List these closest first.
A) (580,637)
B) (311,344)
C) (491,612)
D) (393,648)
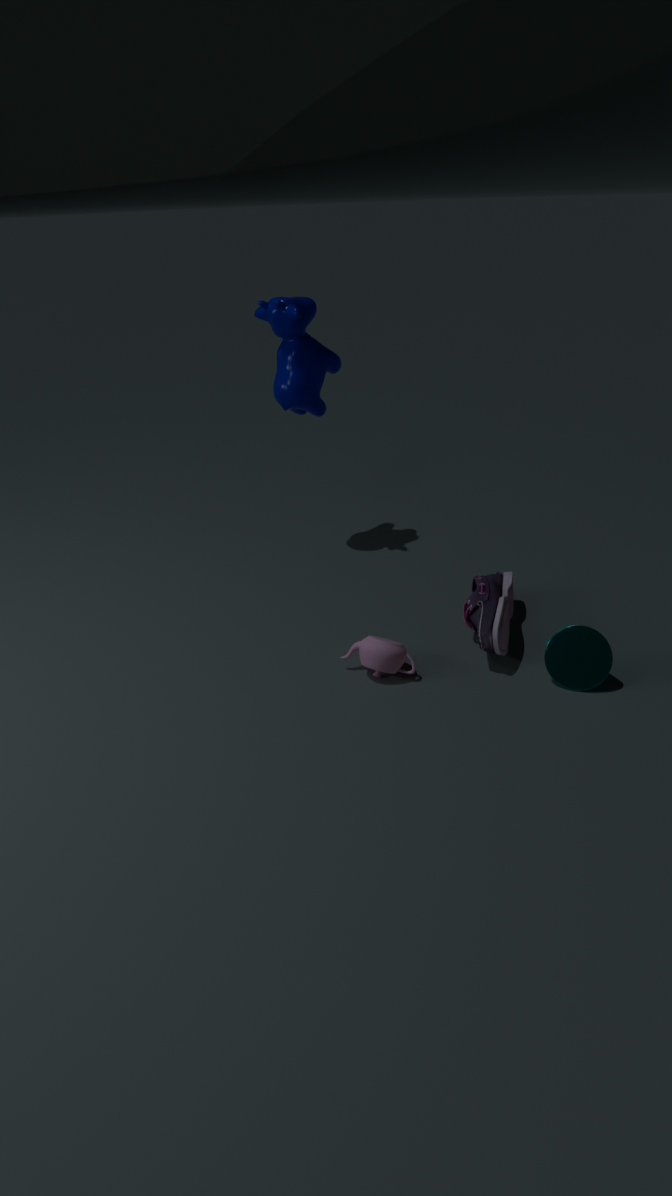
(580,637) < (393,648) < (491,612) < (311,344)
